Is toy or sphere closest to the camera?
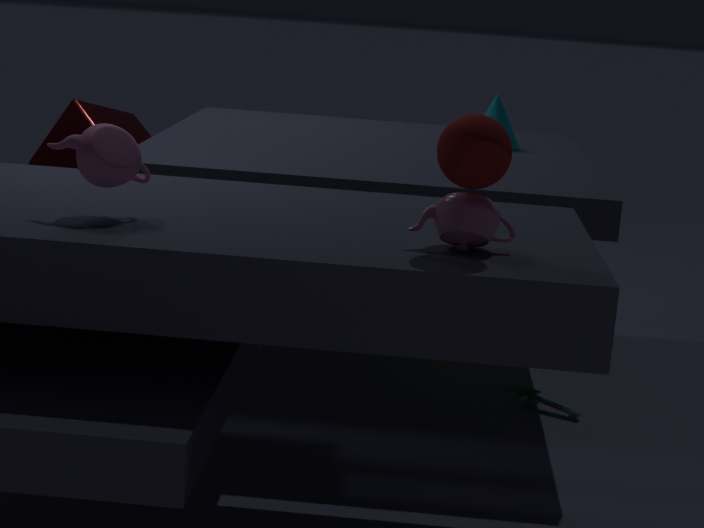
sphere
